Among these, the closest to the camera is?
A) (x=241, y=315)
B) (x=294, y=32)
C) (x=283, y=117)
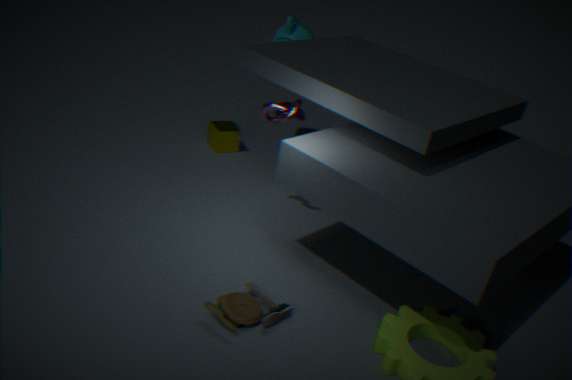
(x=241, y=315)
